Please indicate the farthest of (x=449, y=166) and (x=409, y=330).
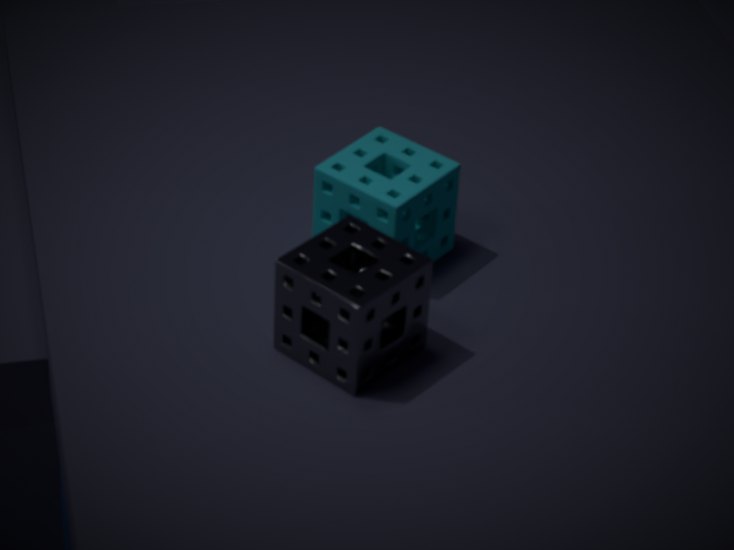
(x=449, y=166)
